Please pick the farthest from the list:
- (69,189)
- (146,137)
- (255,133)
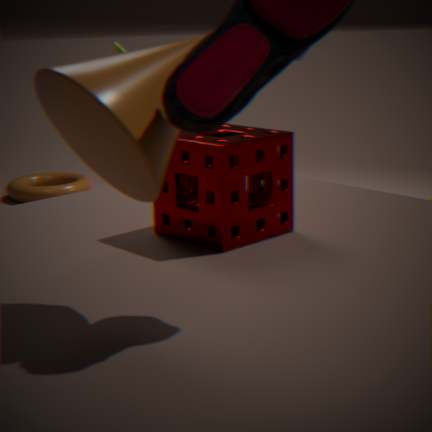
(69,189)
